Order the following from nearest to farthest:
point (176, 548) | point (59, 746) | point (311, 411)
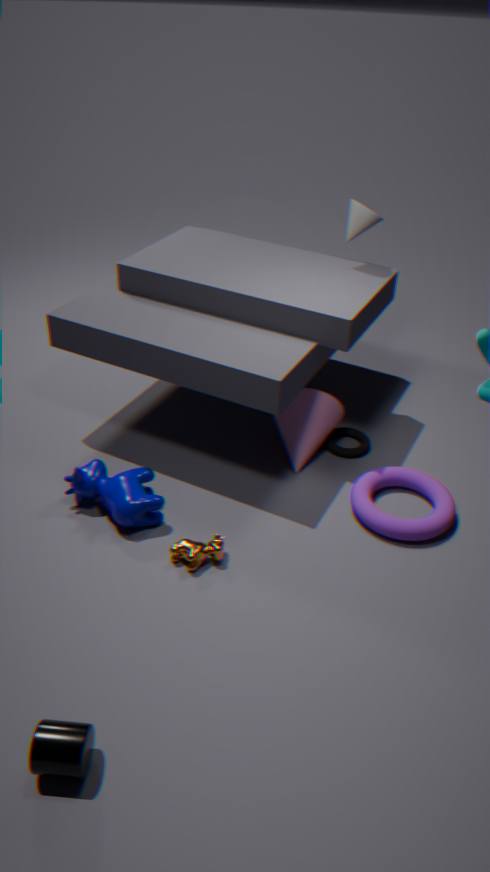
point (59, 746) → point (176, 548) → point (311, 411)
